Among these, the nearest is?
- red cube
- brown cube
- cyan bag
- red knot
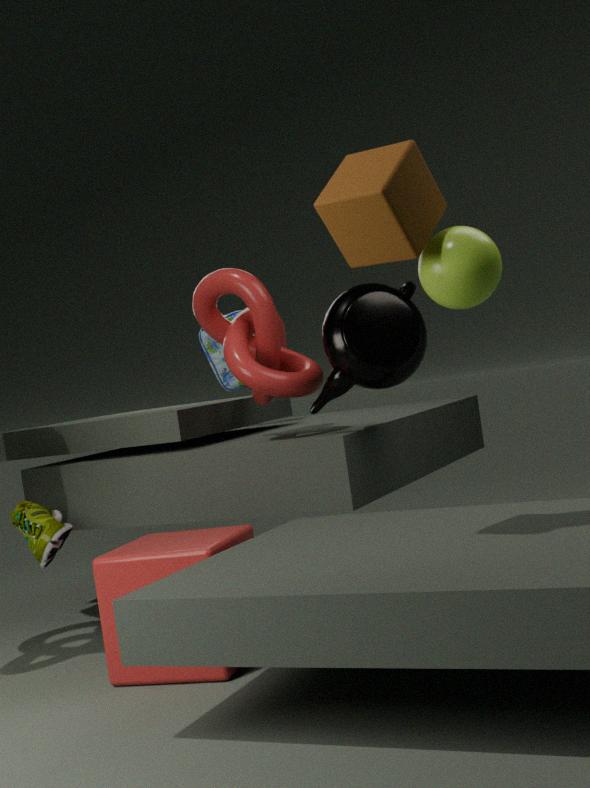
brown cube
